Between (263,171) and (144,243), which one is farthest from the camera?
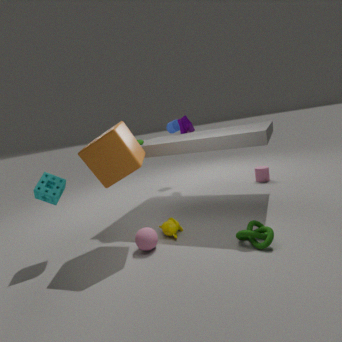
(263,171)
